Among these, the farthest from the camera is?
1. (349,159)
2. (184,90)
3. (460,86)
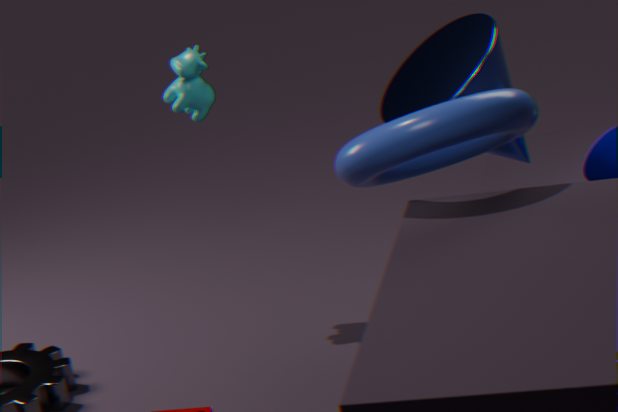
(184,90)
